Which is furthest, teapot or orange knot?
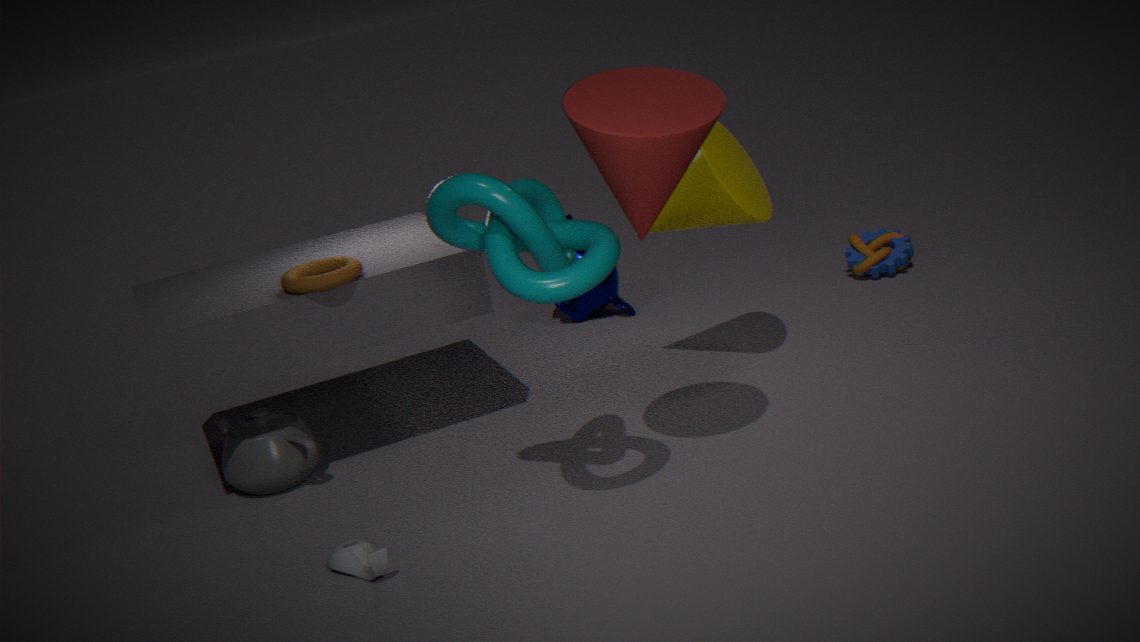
orange knot
